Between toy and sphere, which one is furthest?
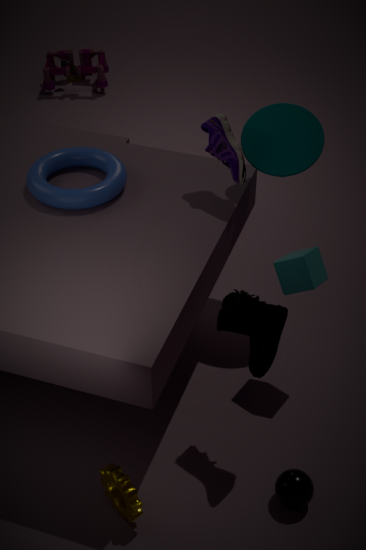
toy
